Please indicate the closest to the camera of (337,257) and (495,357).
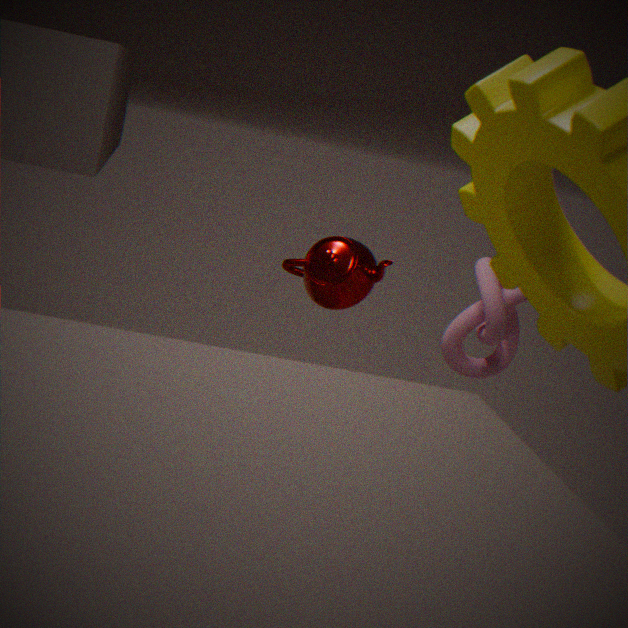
(495,357)
